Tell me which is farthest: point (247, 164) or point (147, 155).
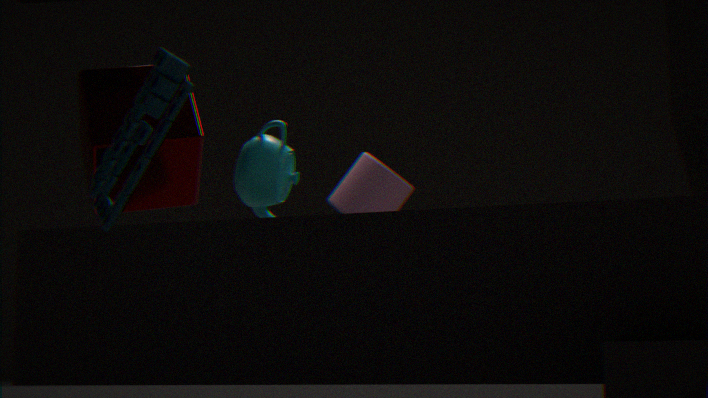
point (247, 164)
